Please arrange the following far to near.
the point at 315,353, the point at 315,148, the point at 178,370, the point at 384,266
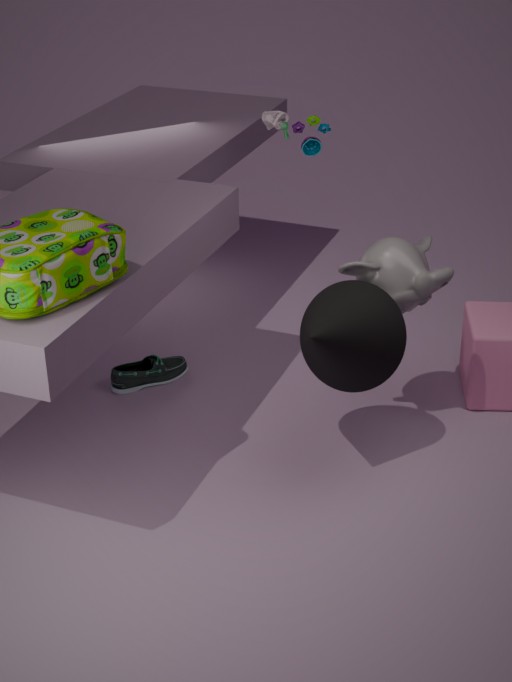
1. the point at 315,148
2. the point at 178,370
3. the point at 384,266
4. the point at 315,353
